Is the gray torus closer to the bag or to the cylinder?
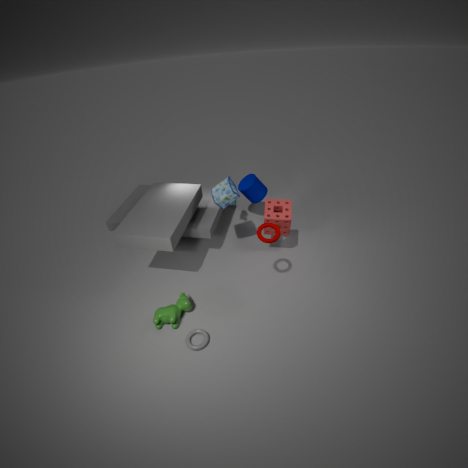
the bag
